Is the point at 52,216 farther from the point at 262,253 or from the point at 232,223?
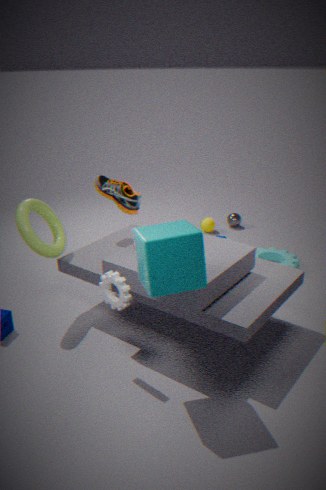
the point at 232,223
